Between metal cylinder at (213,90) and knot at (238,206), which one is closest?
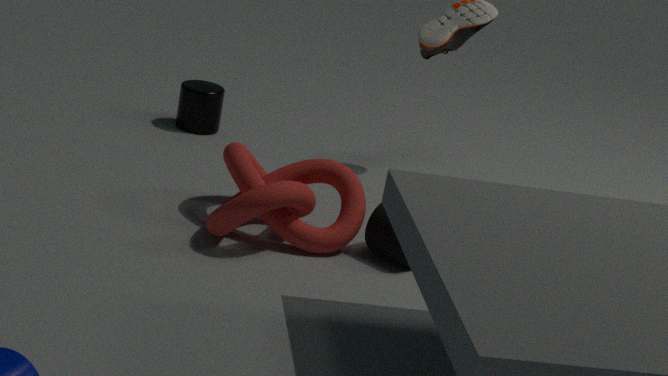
knot at (238,206)
